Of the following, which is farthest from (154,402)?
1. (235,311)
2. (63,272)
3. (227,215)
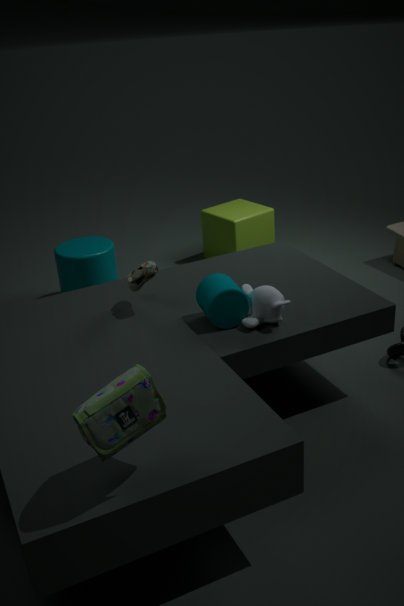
(227,215)
